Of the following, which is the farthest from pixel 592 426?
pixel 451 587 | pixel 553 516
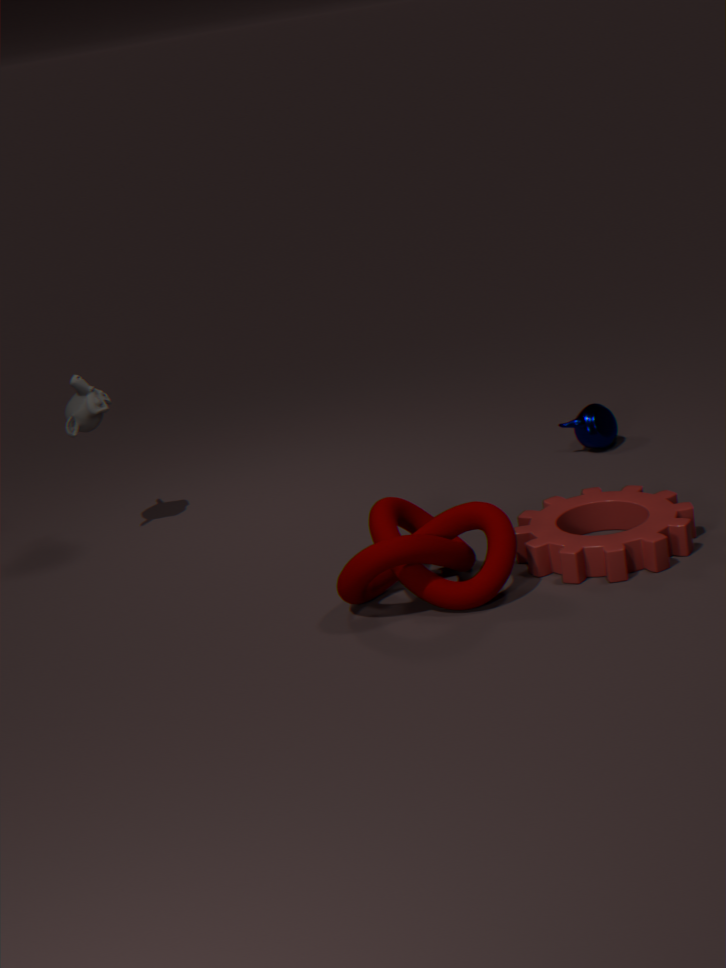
pixel 451 587
